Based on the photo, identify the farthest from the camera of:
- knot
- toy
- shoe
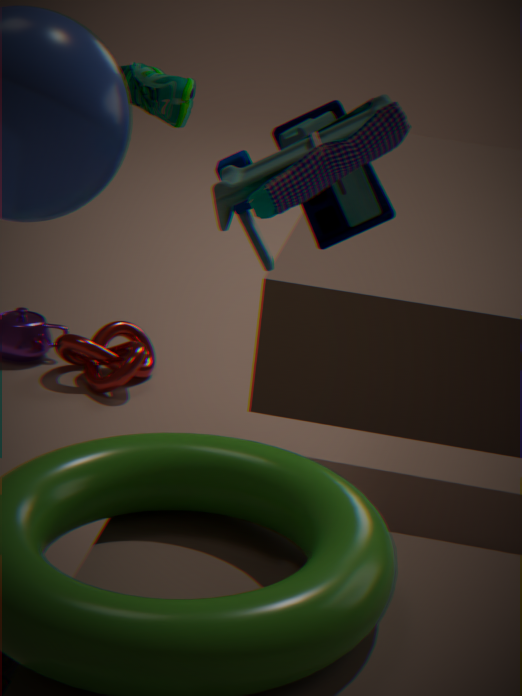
knot
